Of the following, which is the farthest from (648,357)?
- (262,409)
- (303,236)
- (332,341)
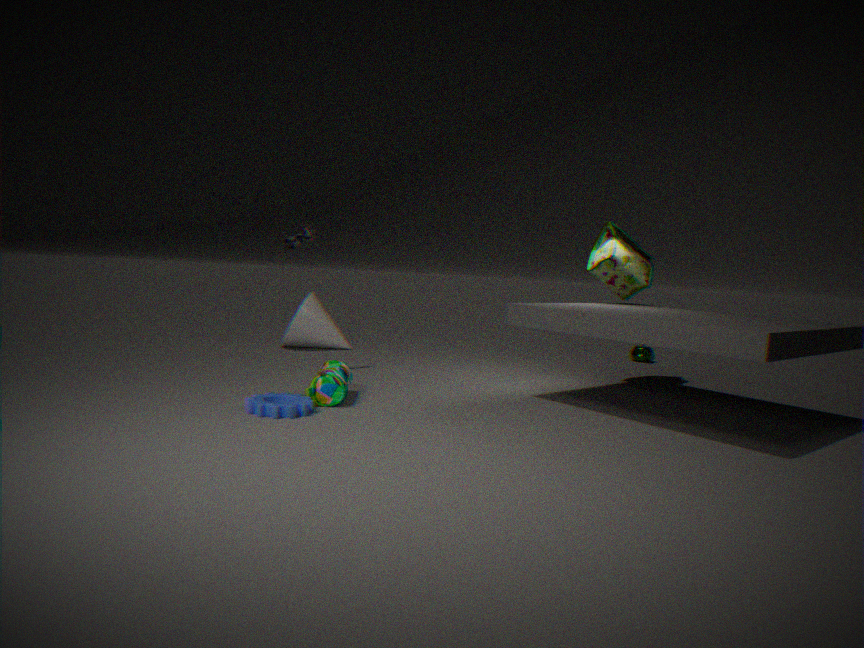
(262,409)
